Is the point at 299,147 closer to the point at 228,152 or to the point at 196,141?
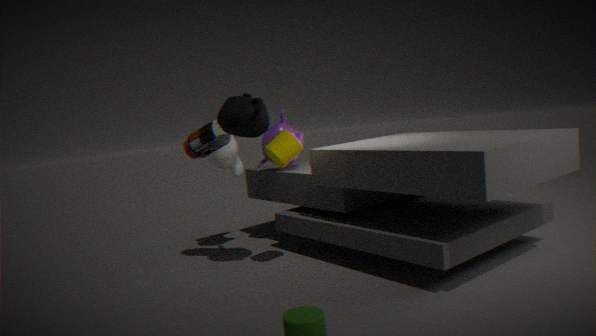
the point at 196,141
